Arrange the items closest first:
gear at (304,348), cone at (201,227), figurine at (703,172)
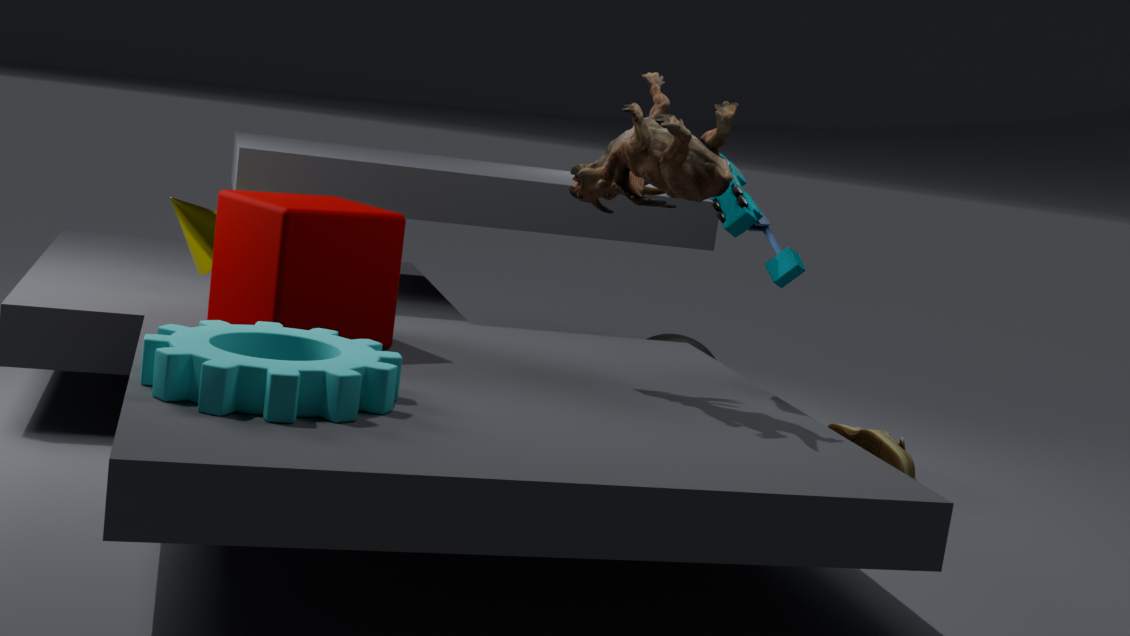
gear at (304,348)
figurine at (703,172)
cone at (201,227)
